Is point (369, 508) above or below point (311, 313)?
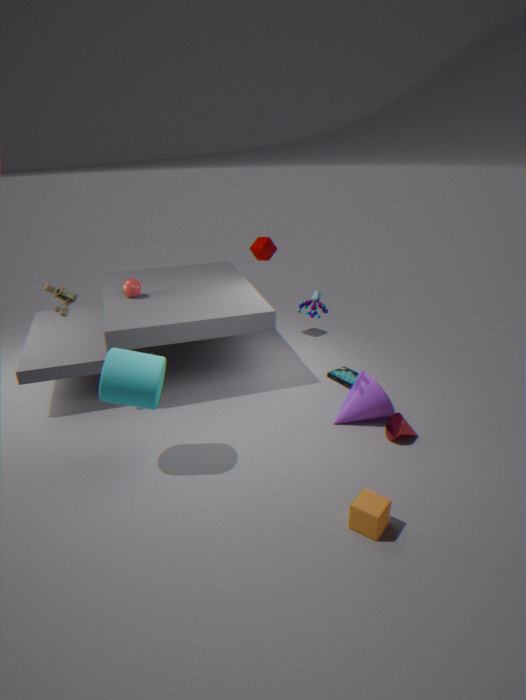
below
